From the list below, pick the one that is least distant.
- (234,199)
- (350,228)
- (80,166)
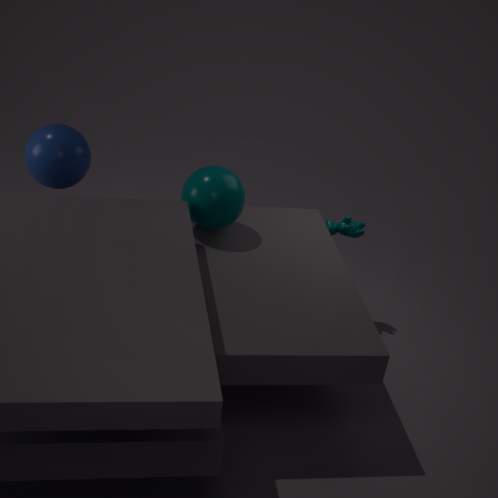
(80,166)
